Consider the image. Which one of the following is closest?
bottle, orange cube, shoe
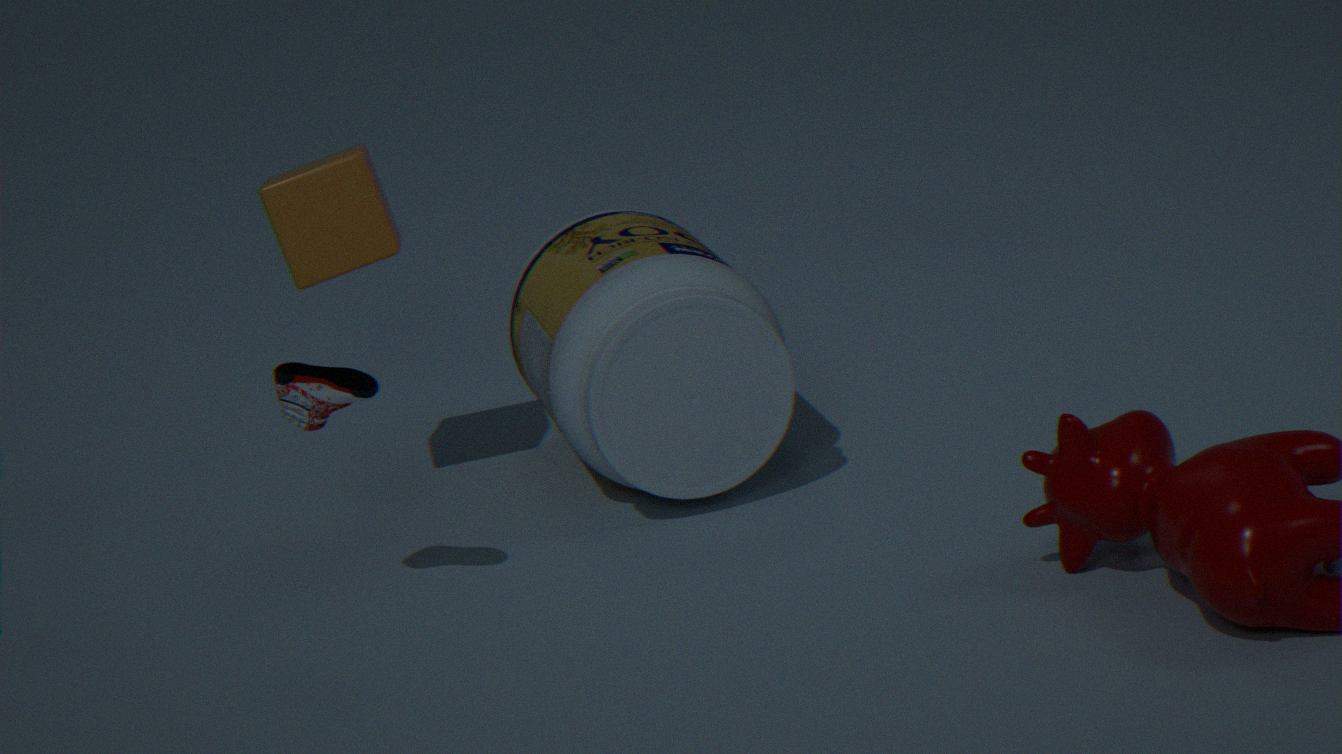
shoe
